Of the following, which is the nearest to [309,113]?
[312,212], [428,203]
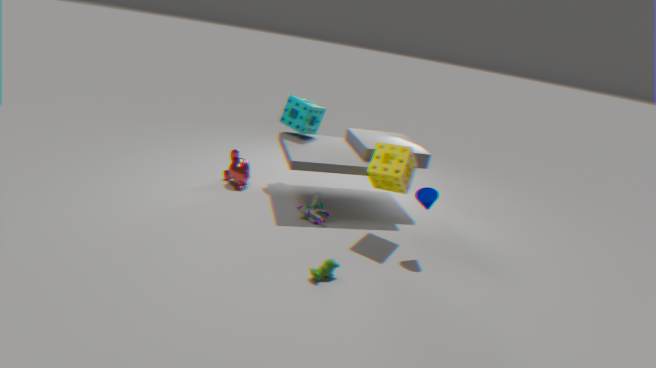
[312,212]
